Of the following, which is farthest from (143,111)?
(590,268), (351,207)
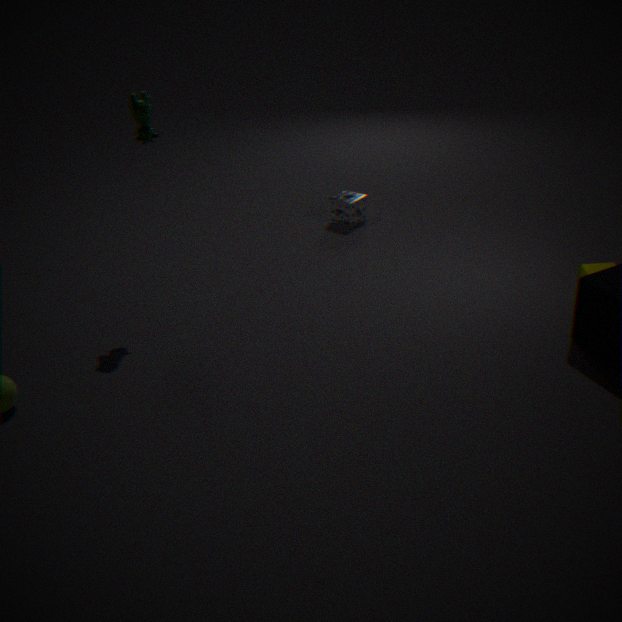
(590,268)
